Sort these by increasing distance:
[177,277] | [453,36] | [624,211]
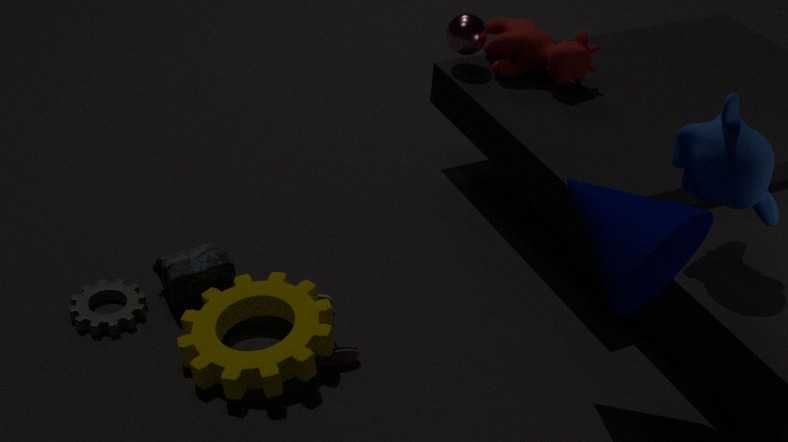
[624,211]
[177,277]
[453,36]
